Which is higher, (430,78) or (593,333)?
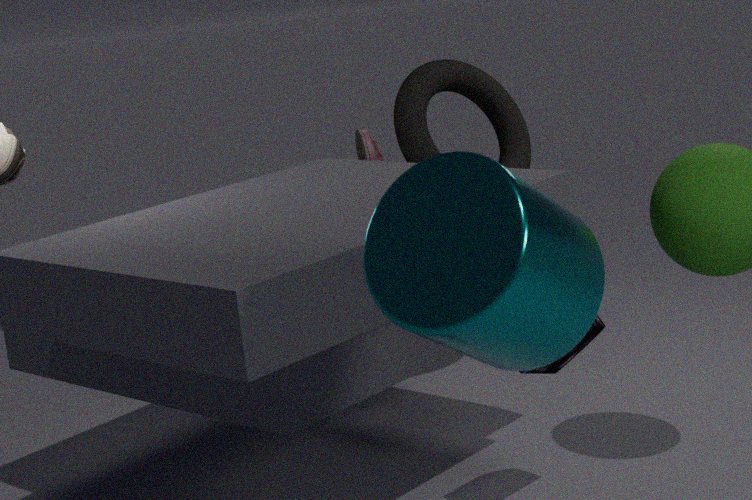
(430,78)
